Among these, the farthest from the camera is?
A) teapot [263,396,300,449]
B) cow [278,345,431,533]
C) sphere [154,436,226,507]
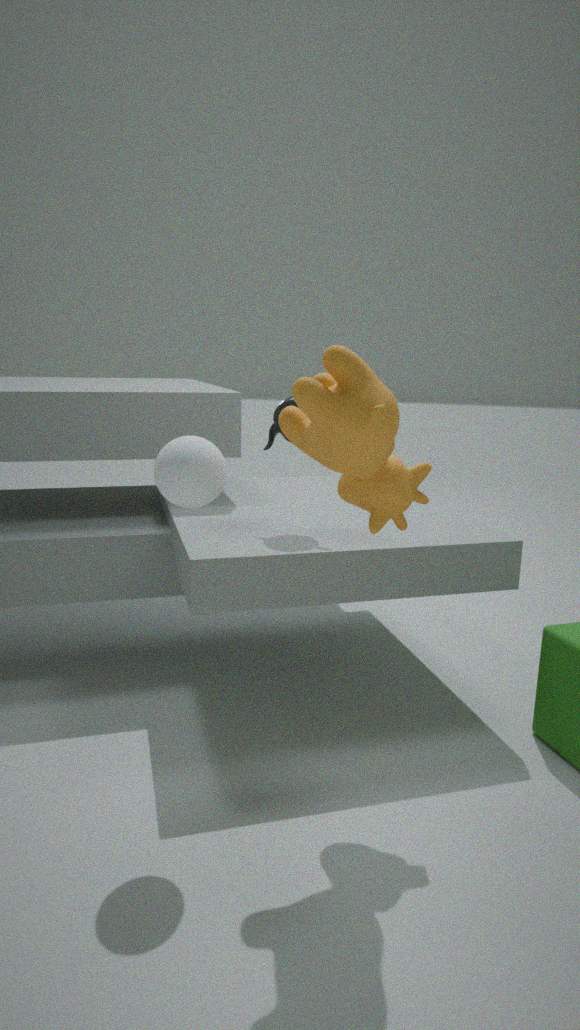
teapot [263,396,300,449]
